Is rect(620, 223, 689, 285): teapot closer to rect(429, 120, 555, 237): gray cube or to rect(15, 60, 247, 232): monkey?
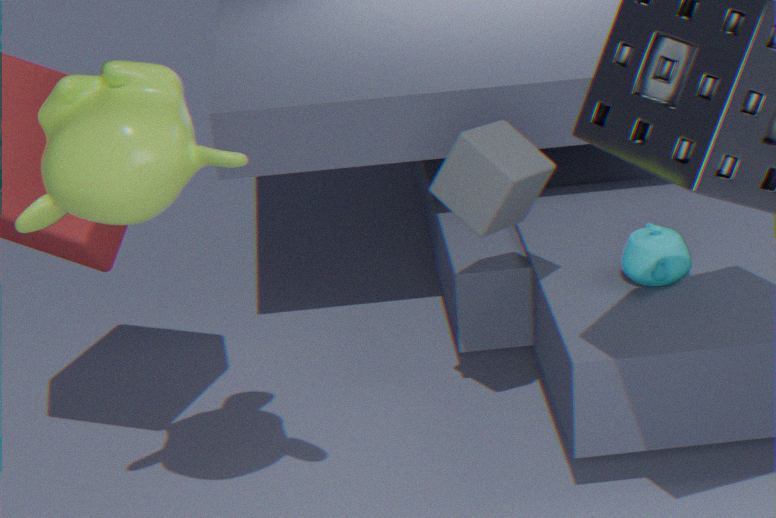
rect(429, 120, 555, 237): gray cube
